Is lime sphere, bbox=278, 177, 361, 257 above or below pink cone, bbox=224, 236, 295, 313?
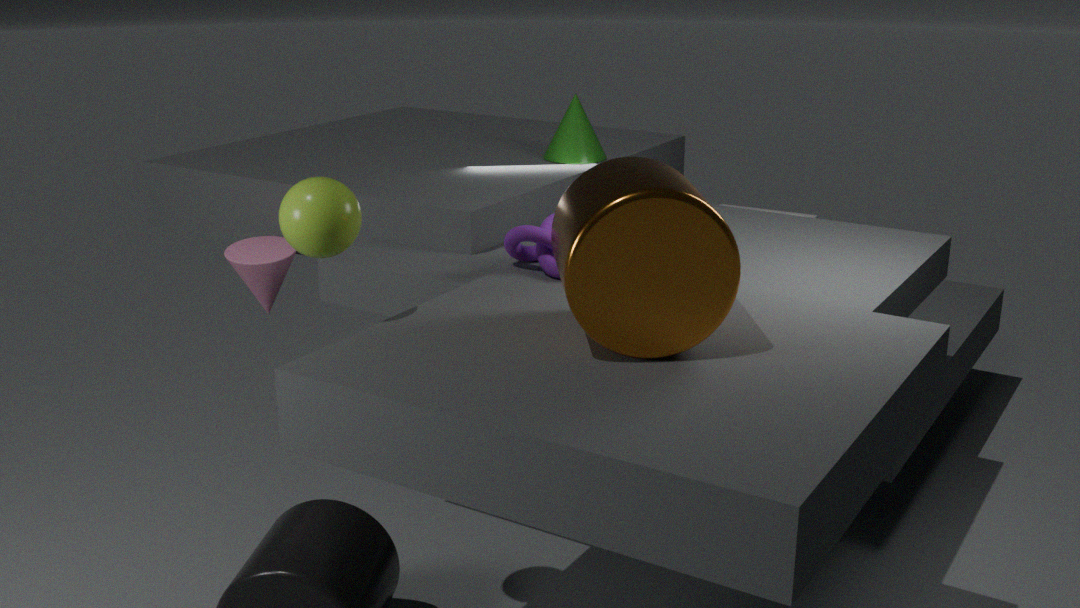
above
